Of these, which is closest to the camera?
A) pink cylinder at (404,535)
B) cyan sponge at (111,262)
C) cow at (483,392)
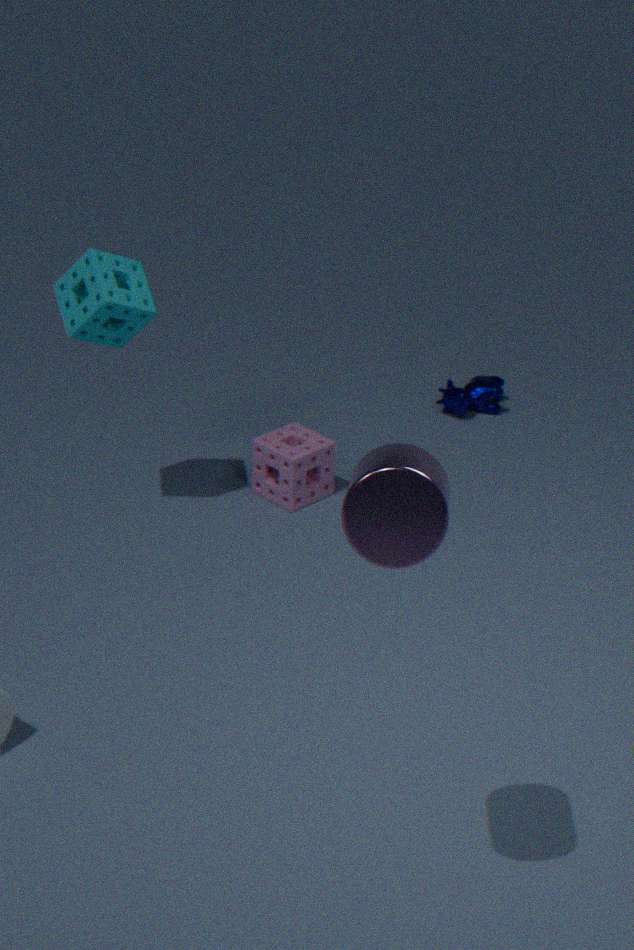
pink cylinder at (404,535)
